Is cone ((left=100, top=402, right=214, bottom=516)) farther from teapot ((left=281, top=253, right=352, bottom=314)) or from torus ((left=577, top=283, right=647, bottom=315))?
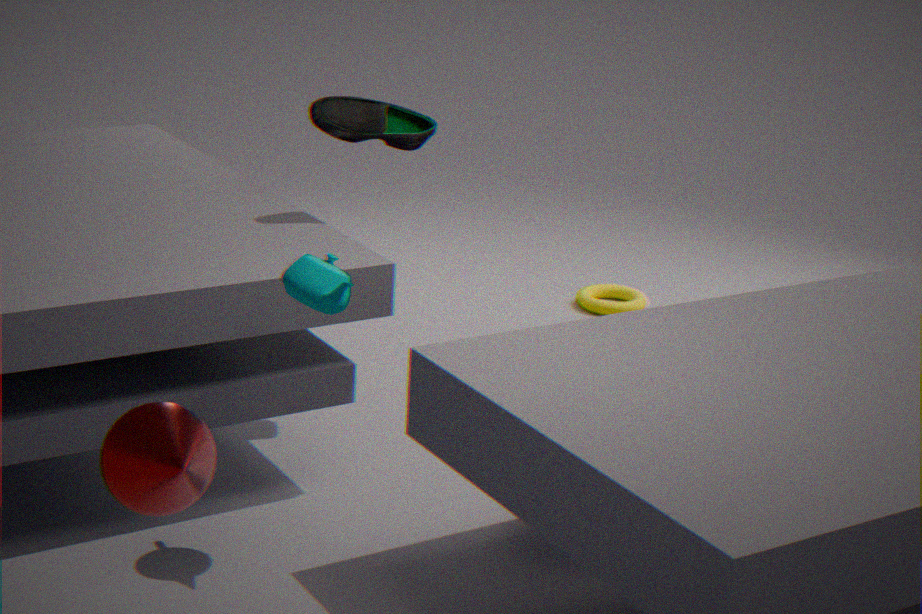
torus ((left=577, top=283, right=647, bottom=315))
